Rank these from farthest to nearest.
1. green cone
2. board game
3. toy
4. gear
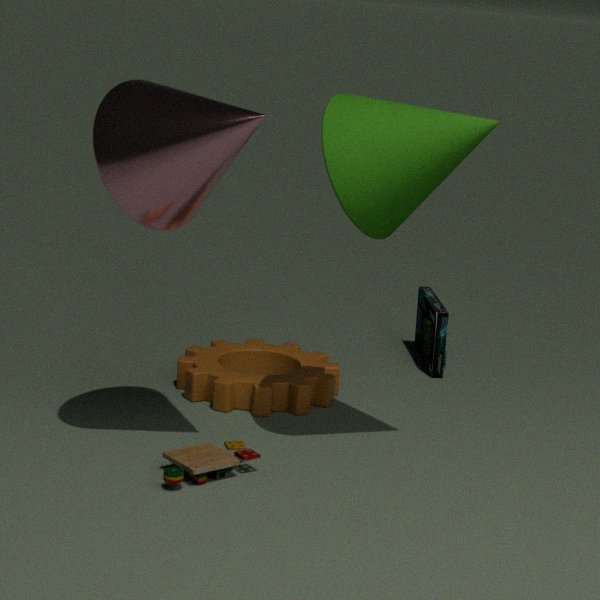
board game
gear
toy
green cone
